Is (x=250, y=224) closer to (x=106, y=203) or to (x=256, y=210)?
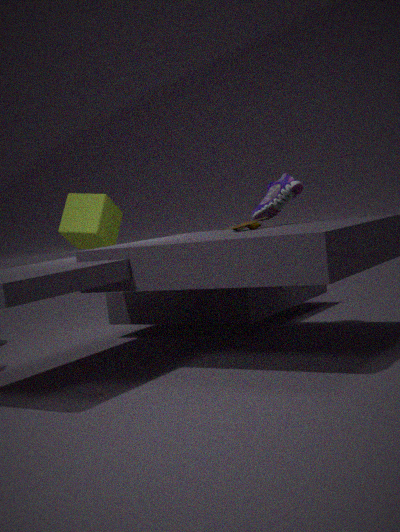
(x=256, y=210)
